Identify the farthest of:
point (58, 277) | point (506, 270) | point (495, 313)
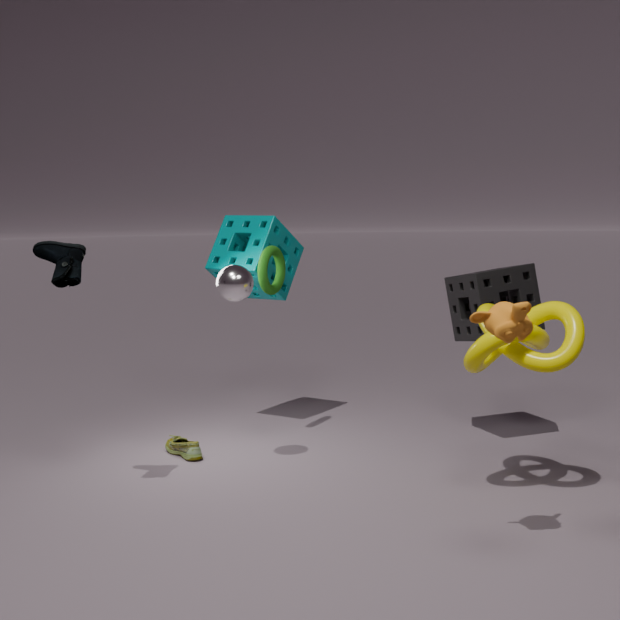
point (506, 270)
